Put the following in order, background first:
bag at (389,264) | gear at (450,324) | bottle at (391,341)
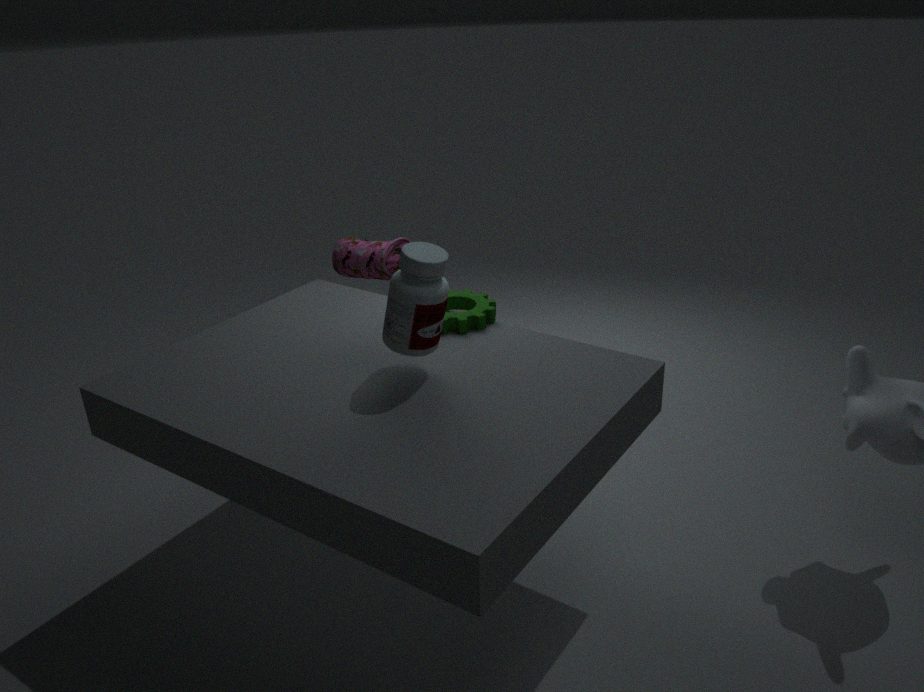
1. bag at (389,264)
2. gear at (450,324)
3. bottle at (391,341)
